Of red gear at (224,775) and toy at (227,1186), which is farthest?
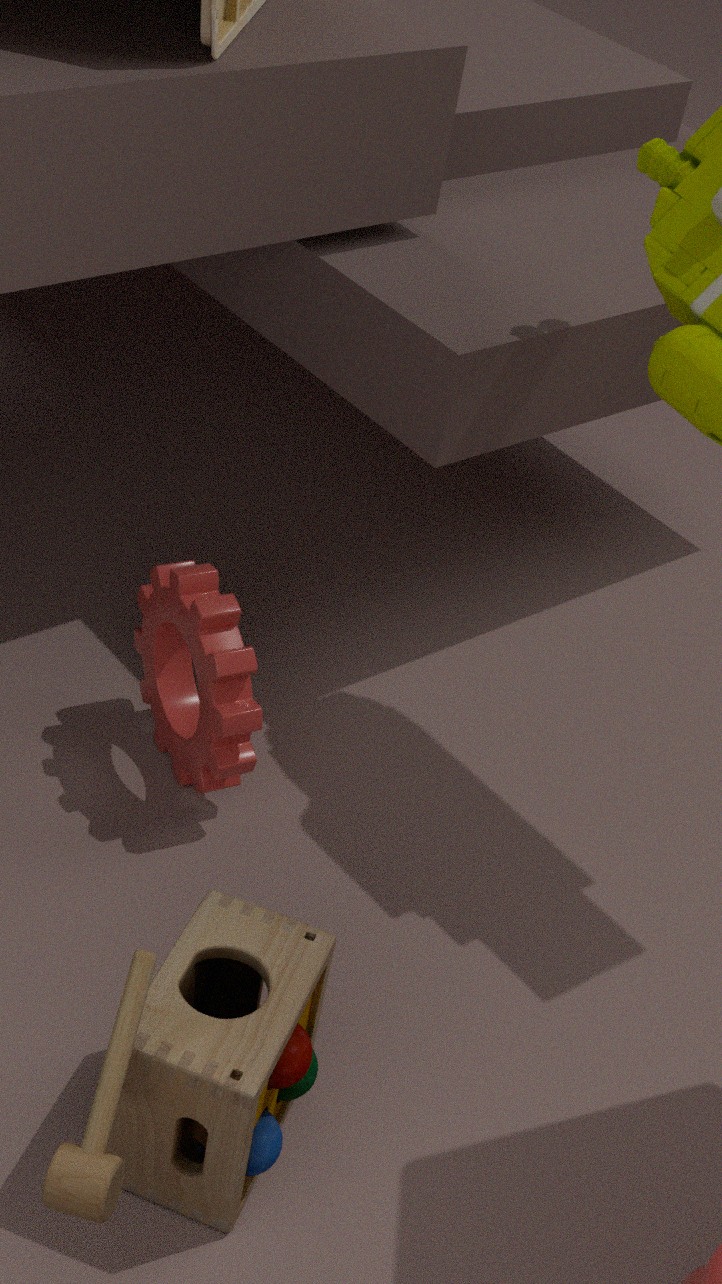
red gear at (224,775)
